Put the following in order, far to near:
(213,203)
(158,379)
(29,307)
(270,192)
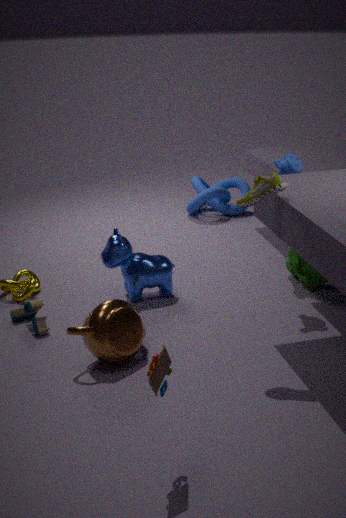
(213,203)
(29,307)
(270,192)
(158,379)
